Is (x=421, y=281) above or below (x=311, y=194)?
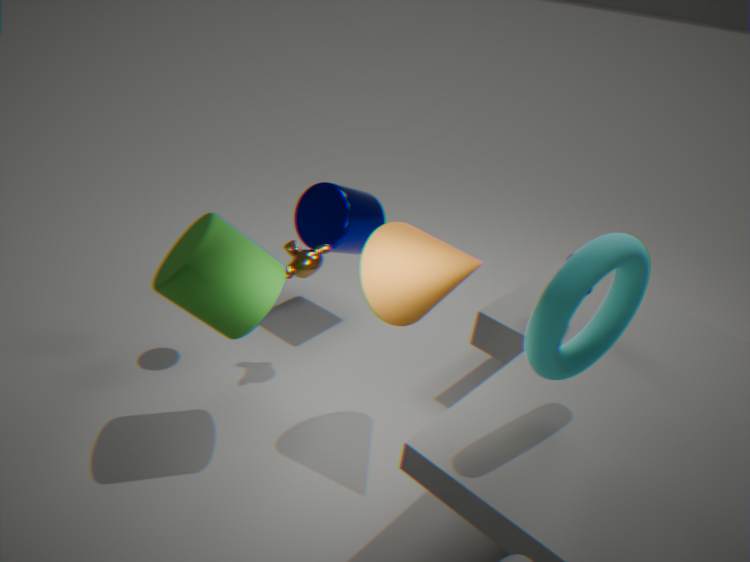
above
